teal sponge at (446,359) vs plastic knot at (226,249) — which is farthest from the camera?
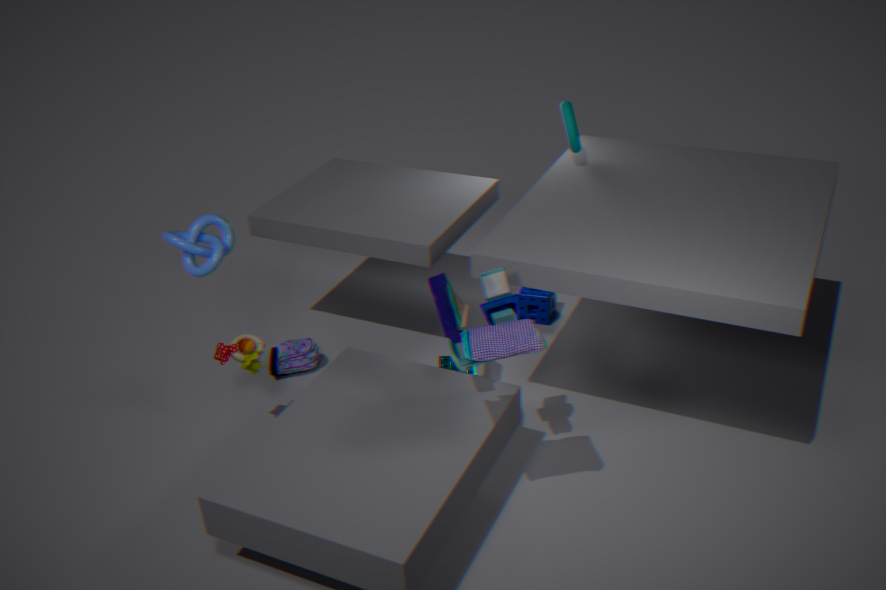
teal sponge at (446,359)
